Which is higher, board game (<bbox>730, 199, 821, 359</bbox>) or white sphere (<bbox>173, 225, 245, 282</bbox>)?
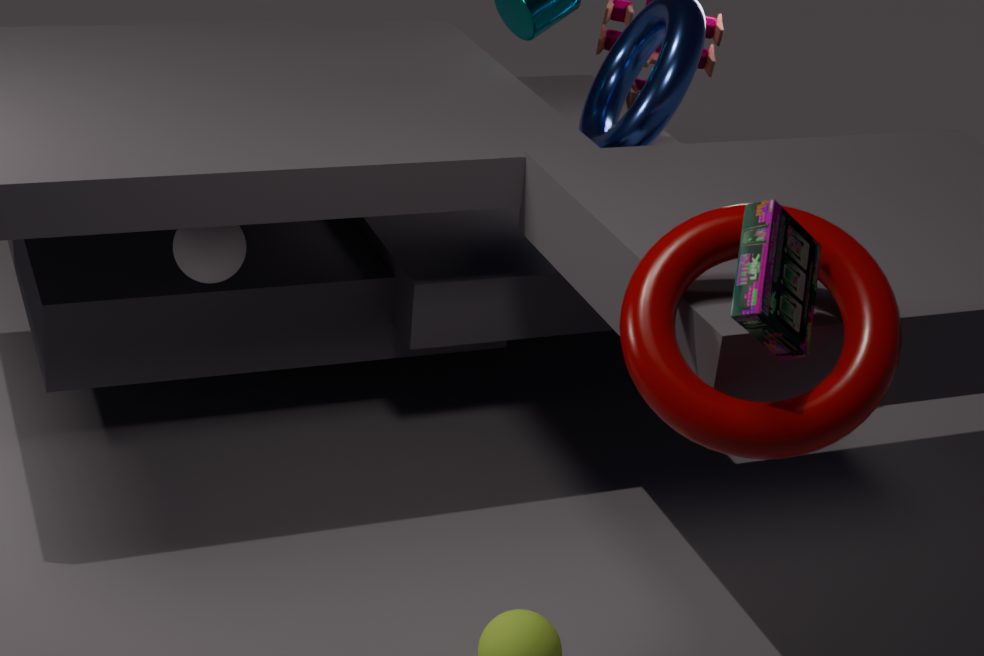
board game (<bbox>730, 199, 821, 359</bbox>)
